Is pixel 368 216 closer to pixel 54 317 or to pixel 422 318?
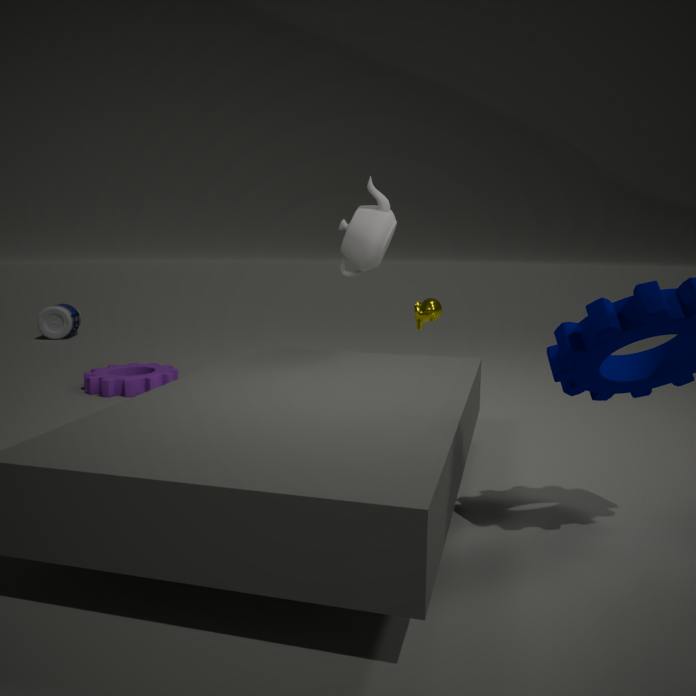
pixel 422 318
